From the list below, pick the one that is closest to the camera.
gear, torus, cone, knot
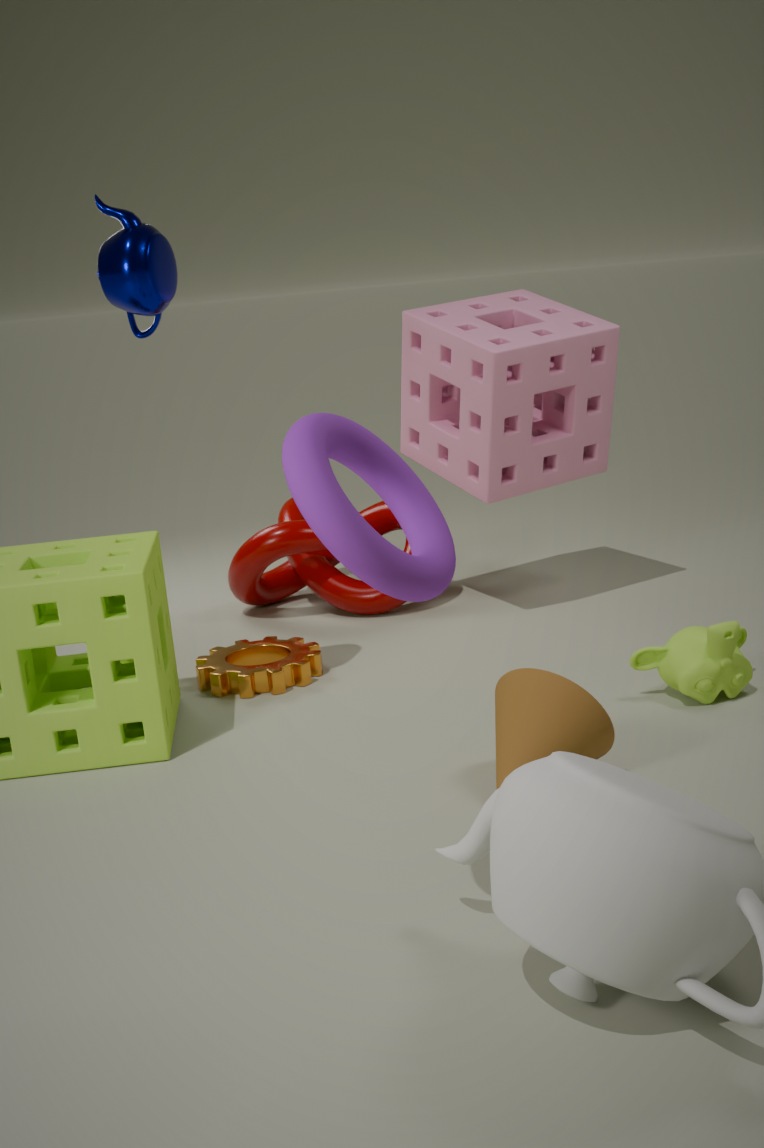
torus
